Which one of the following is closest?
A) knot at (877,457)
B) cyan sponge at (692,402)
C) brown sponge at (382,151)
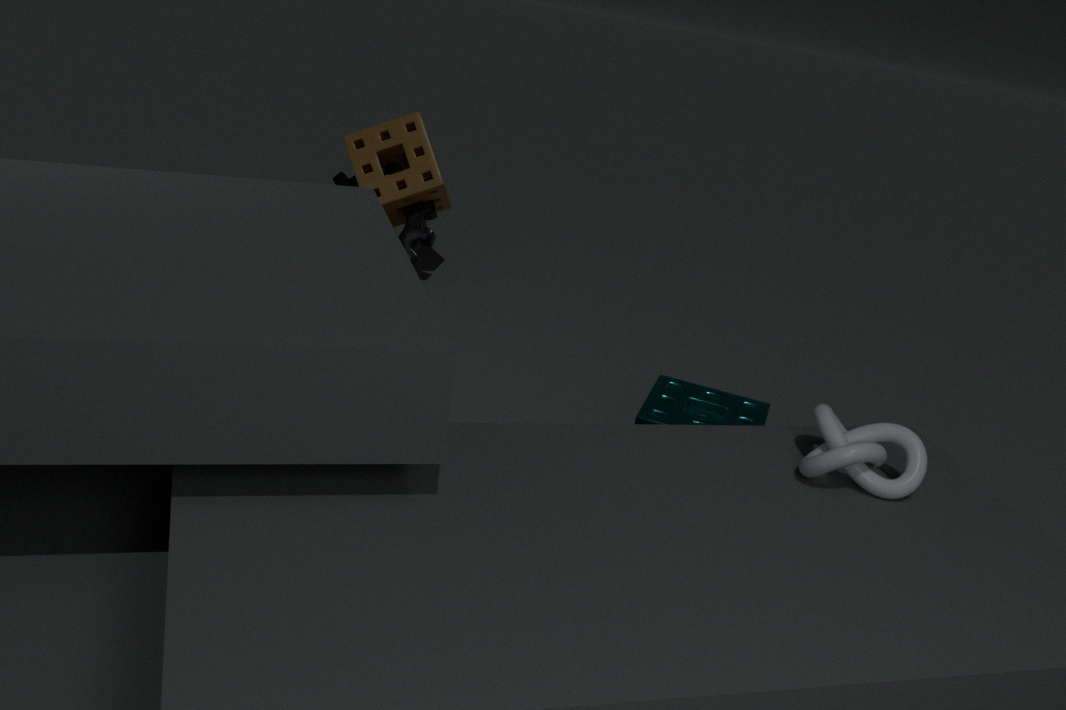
knot at (877,457)
